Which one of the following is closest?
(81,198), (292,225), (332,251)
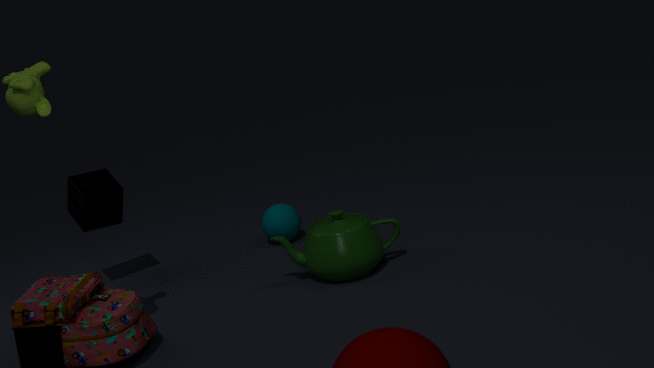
(332,251)
